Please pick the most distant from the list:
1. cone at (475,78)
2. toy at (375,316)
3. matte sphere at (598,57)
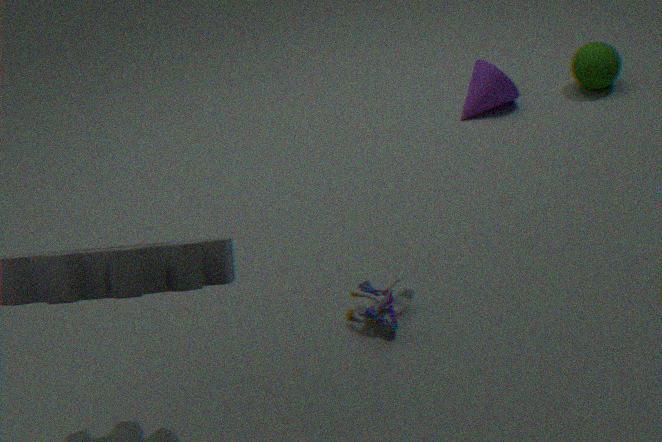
cone at (475,78)
